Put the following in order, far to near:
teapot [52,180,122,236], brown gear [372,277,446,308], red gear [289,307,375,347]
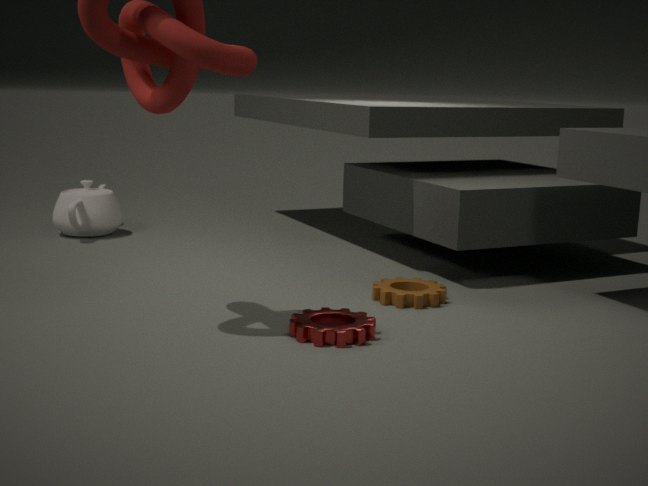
teapot [52,180,122,236]
brown gear [372,277,446,308]
red gear [289,307,375,347]
